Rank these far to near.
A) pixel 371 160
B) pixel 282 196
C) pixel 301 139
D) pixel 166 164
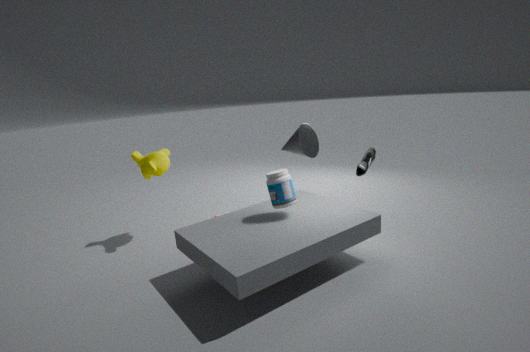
1. pixel 301 139
2. pixel 166 164
3. pixel 371 160
4. pixel 282 196
